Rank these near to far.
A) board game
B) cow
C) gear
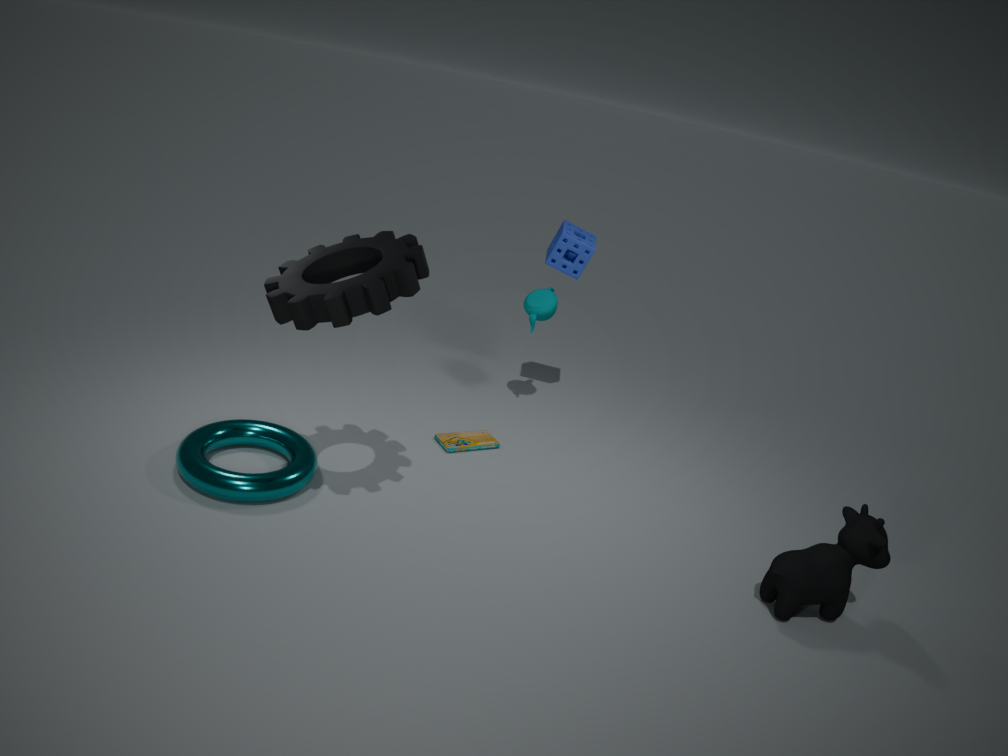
gear, cow, board game
